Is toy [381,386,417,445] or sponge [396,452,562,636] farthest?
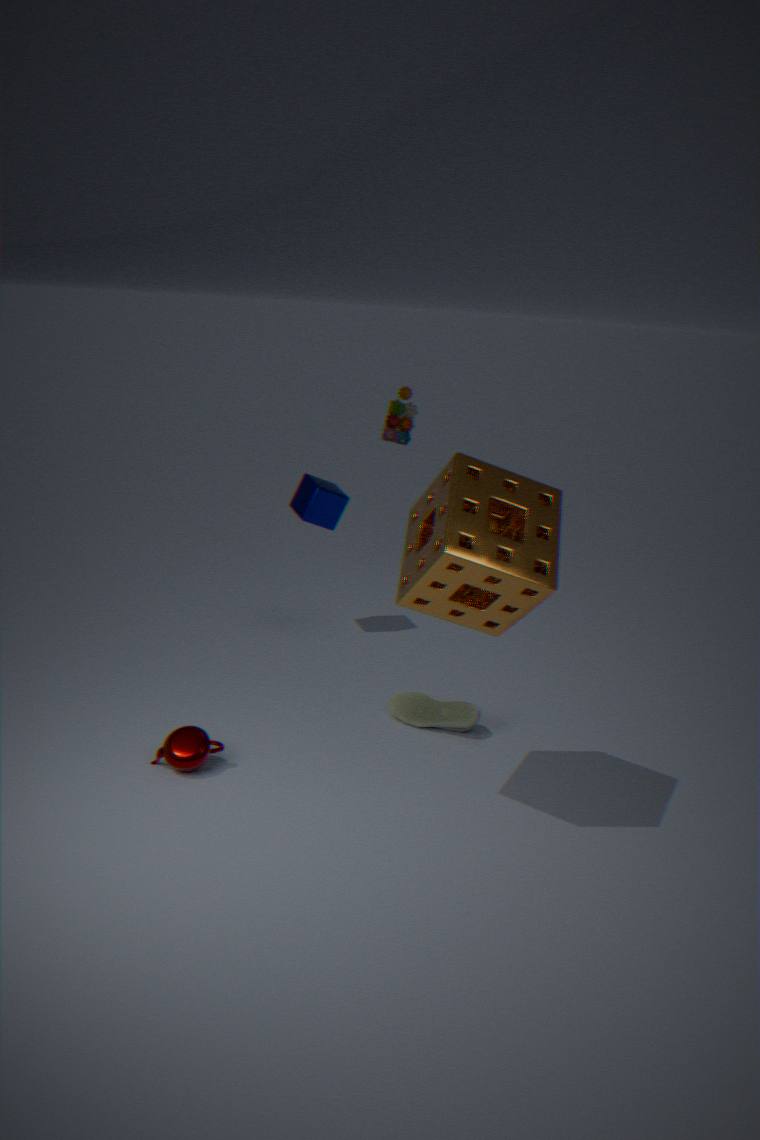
toy [381,386,417,445]
